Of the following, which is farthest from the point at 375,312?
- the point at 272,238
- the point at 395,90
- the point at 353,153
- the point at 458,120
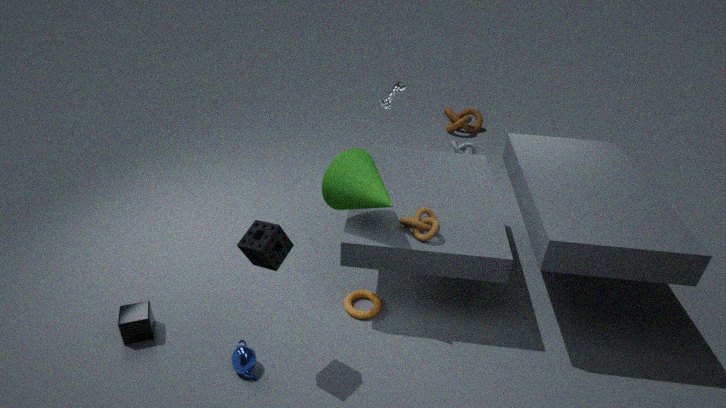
the point at 458,120
